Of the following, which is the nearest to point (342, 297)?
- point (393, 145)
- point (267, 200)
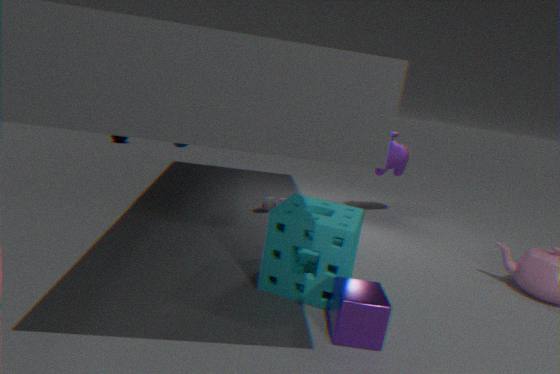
point (267, 200)
